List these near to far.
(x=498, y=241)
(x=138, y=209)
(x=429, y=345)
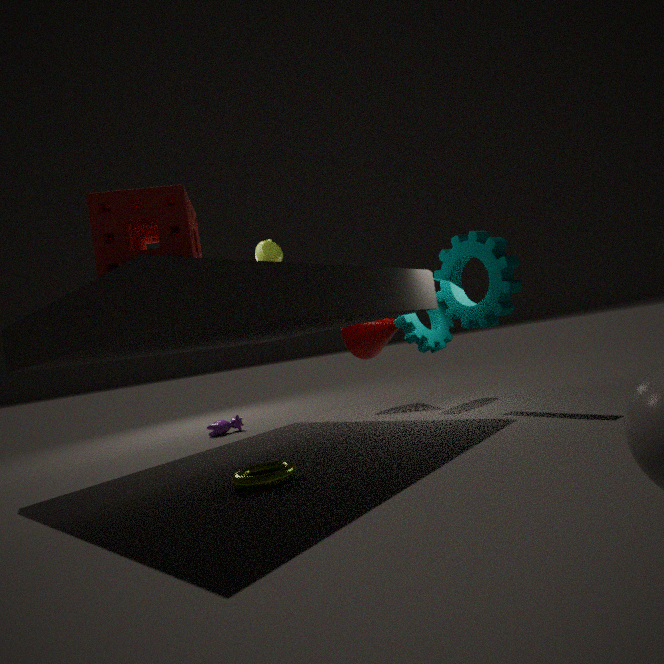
(x=138, y=209) < (x=498, y=241) < (x=429, y=345)
